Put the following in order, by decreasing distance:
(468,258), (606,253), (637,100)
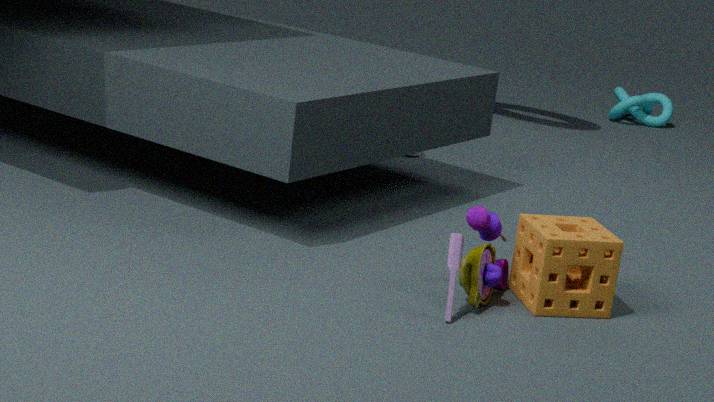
(637,100), (606,253), (468,258)
